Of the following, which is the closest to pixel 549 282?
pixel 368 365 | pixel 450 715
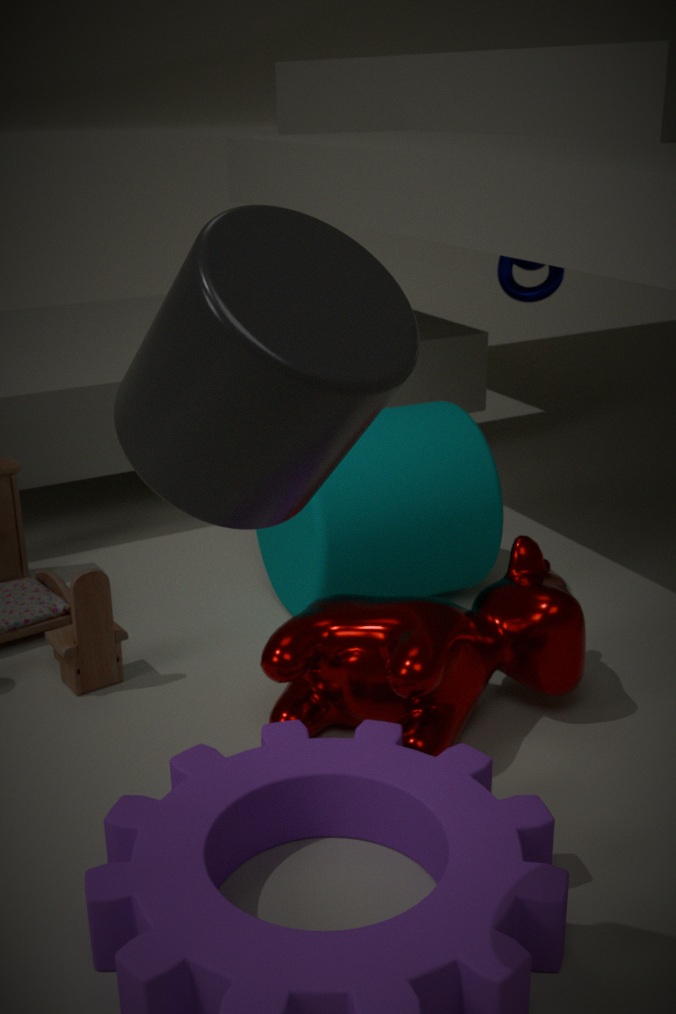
pixel 450 715
